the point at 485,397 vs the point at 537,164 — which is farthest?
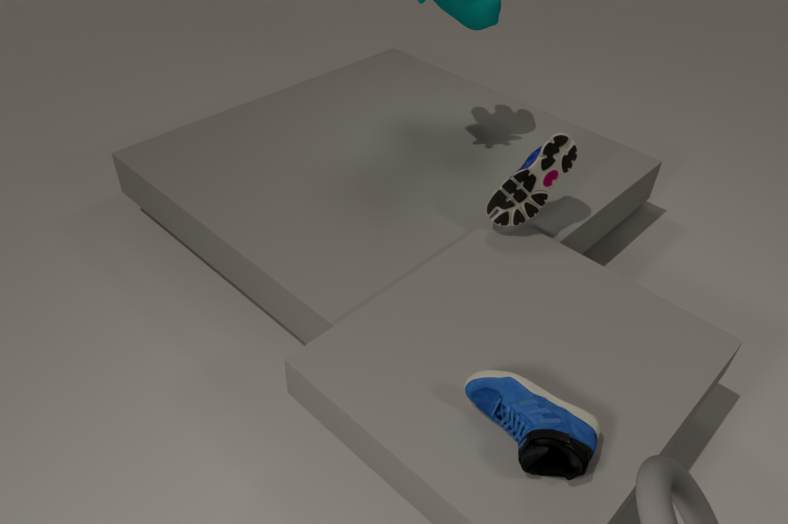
the point at 537,164
